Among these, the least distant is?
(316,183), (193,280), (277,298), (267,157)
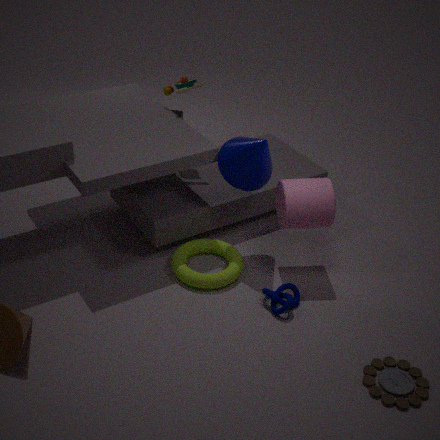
(277,298)
